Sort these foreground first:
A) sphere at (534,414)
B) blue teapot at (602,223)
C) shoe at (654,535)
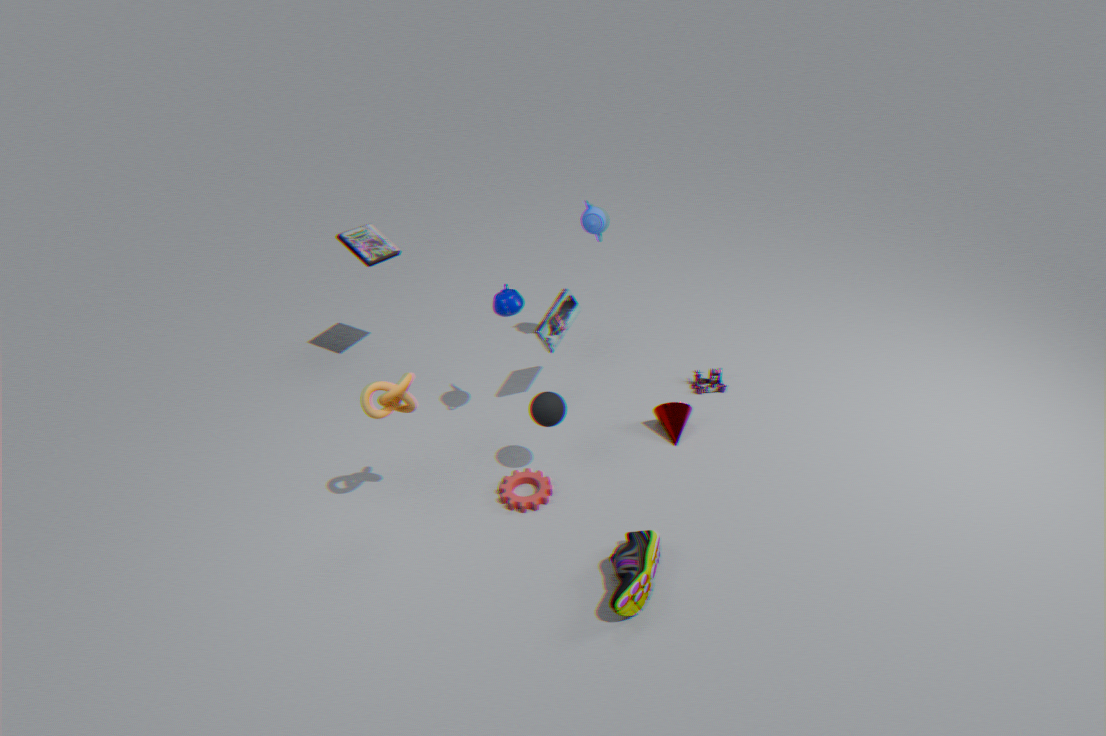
shoe at (654,535) → sphere at (534,414) → blue teapot at (602,223)
